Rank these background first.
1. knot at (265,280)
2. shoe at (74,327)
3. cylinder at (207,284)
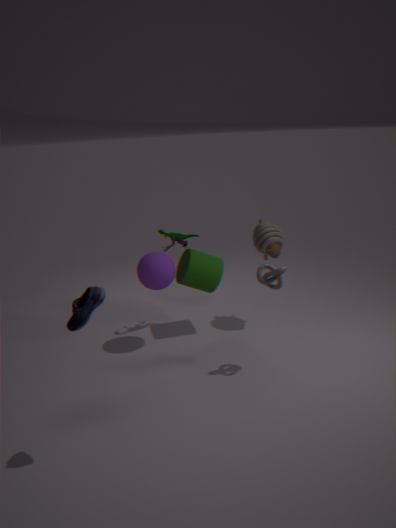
1. cylinder at (207,284)
2. knot at (265,280)
3. shoe at (74,327)
